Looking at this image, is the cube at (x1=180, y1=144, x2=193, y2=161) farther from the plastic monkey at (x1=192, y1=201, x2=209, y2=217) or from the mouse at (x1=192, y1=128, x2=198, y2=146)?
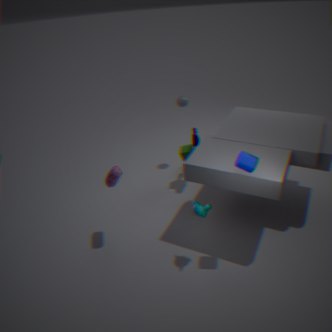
the plastic monkey at (x1=192, y1=201, x2=209, y2=217)
